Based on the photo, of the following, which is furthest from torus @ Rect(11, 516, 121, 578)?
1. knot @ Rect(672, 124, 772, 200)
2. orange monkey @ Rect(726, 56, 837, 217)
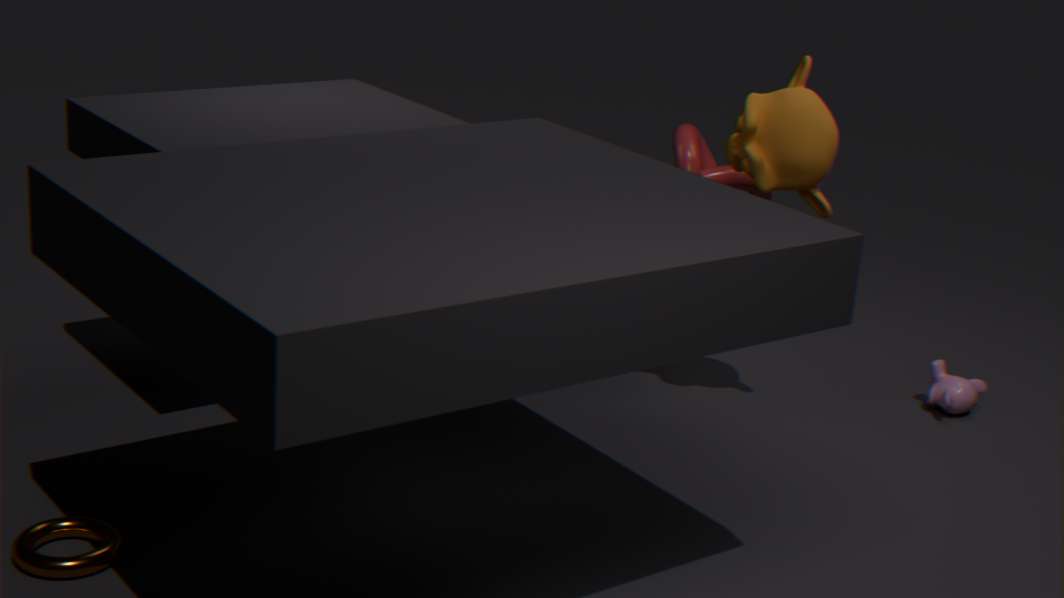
orange monkey @ Rect(726, 56, 837, 217)
